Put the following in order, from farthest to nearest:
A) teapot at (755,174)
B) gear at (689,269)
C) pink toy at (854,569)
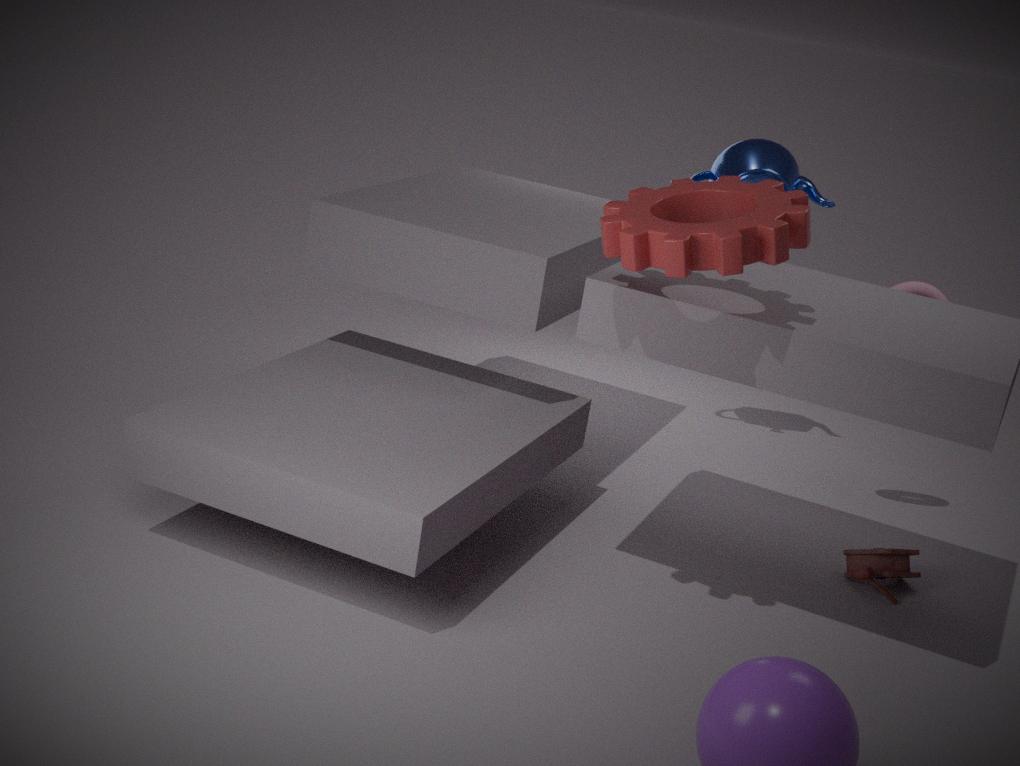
teapot at (755,174)
pink toy at (854,569)
gear at (689,269)
